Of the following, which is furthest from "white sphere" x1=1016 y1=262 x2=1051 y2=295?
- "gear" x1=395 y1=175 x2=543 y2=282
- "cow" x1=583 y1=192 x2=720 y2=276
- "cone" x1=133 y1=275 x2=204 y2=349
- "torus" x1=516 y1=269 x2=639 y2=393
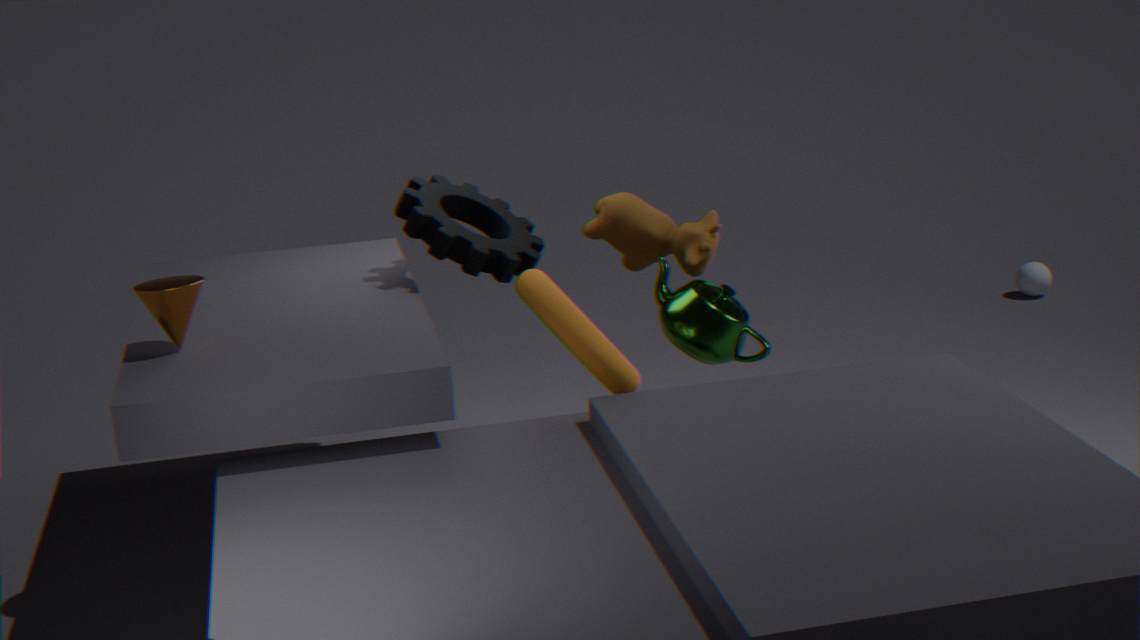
"cone" x1=133 y1=275 x2=204 y2=349
